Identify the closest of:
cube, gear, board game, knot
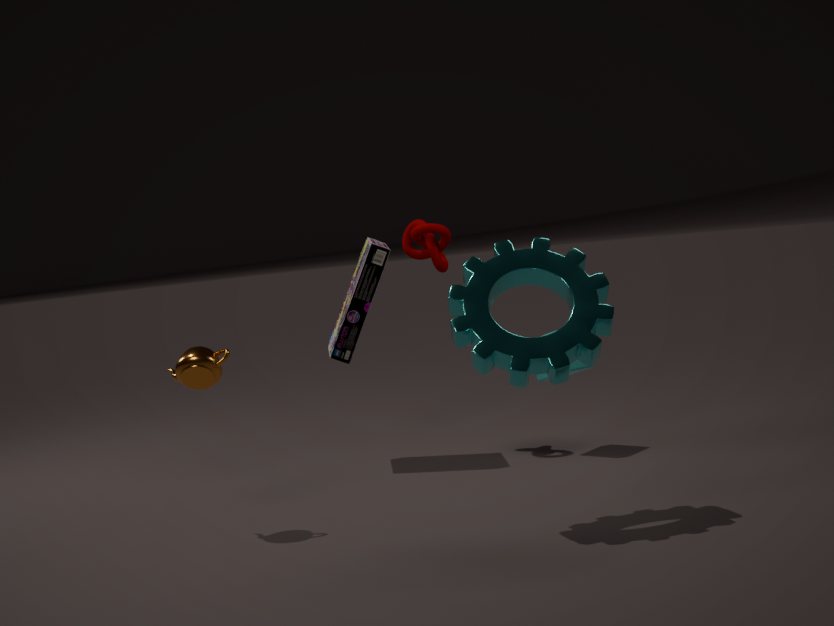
gear
